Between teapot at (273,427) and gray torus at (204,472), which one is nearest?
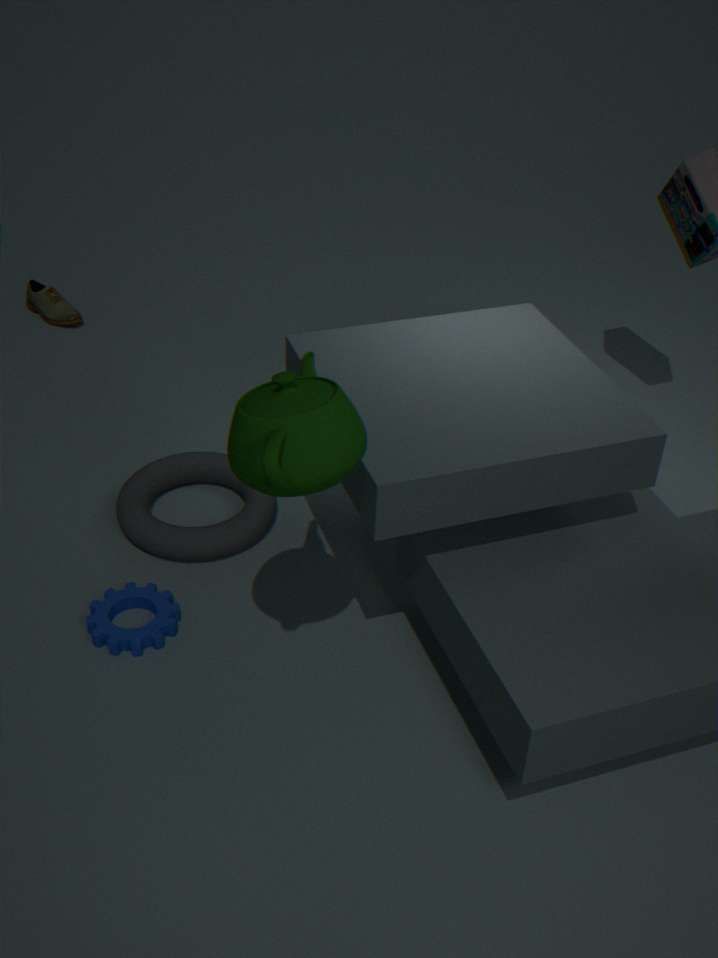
teapot at (273,427)
